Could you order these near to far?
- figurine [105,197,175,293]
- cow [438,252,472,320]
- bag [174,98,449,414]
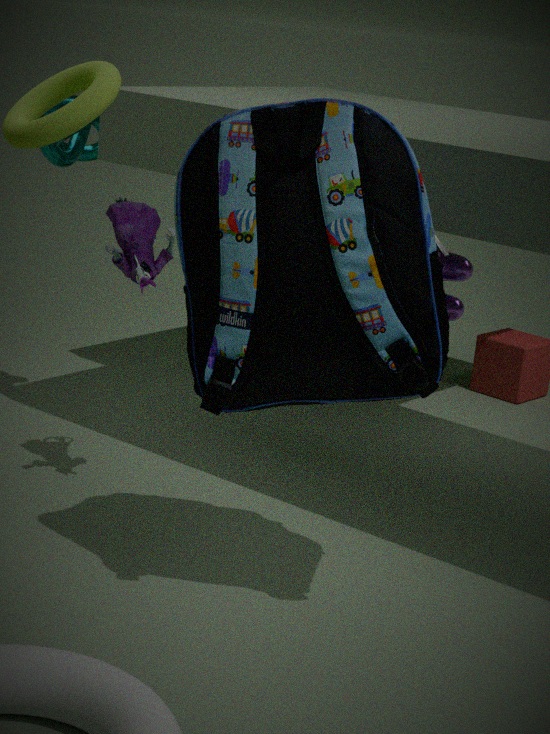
bag [174,98,449,414] < figurine [105,197,175,293] < cow [438,252,472,320]
